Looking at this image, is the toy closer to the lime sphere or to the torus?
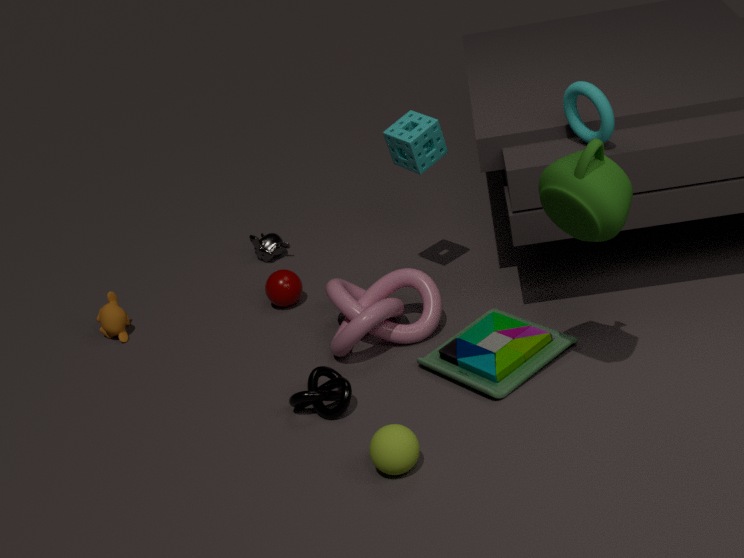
the lime sphere
